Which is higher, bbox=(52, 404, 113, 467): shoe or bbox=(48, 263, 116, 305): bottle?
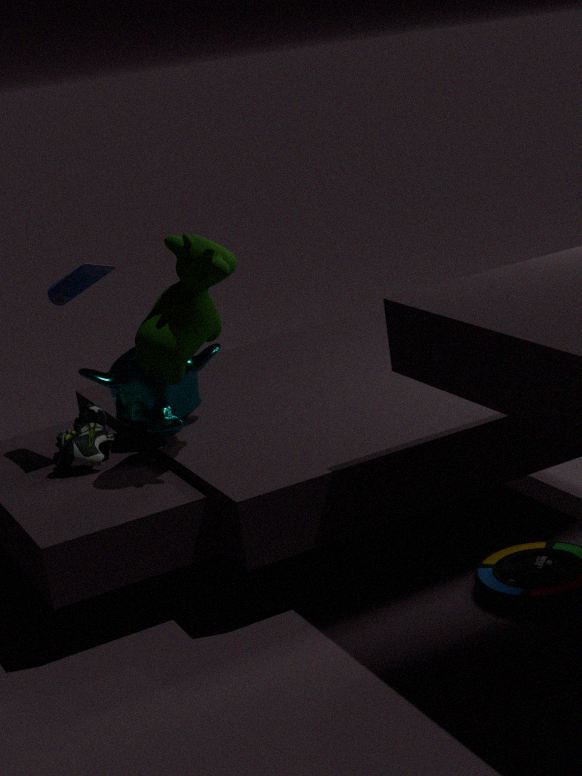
bbox=(48, 263, 116, 305): bottle
